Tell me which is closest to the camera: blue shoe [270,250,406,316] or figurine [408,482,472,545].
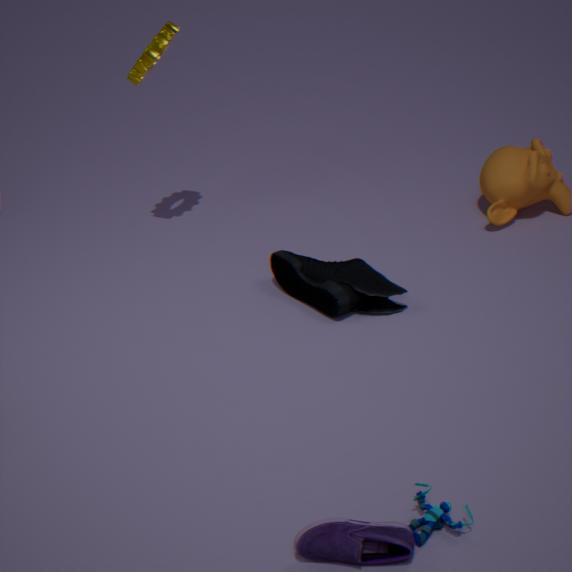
figurine [408,482,472,545]
